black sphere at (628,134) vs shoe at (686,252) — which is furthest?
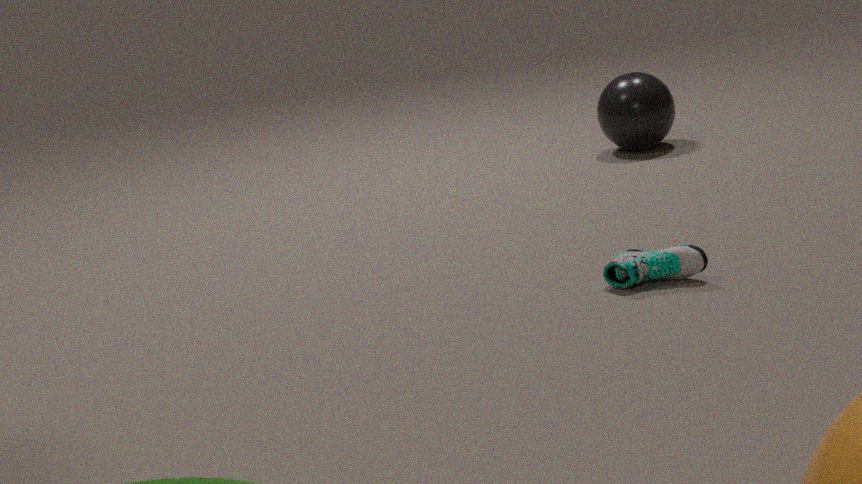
black sphere at (628,134)
